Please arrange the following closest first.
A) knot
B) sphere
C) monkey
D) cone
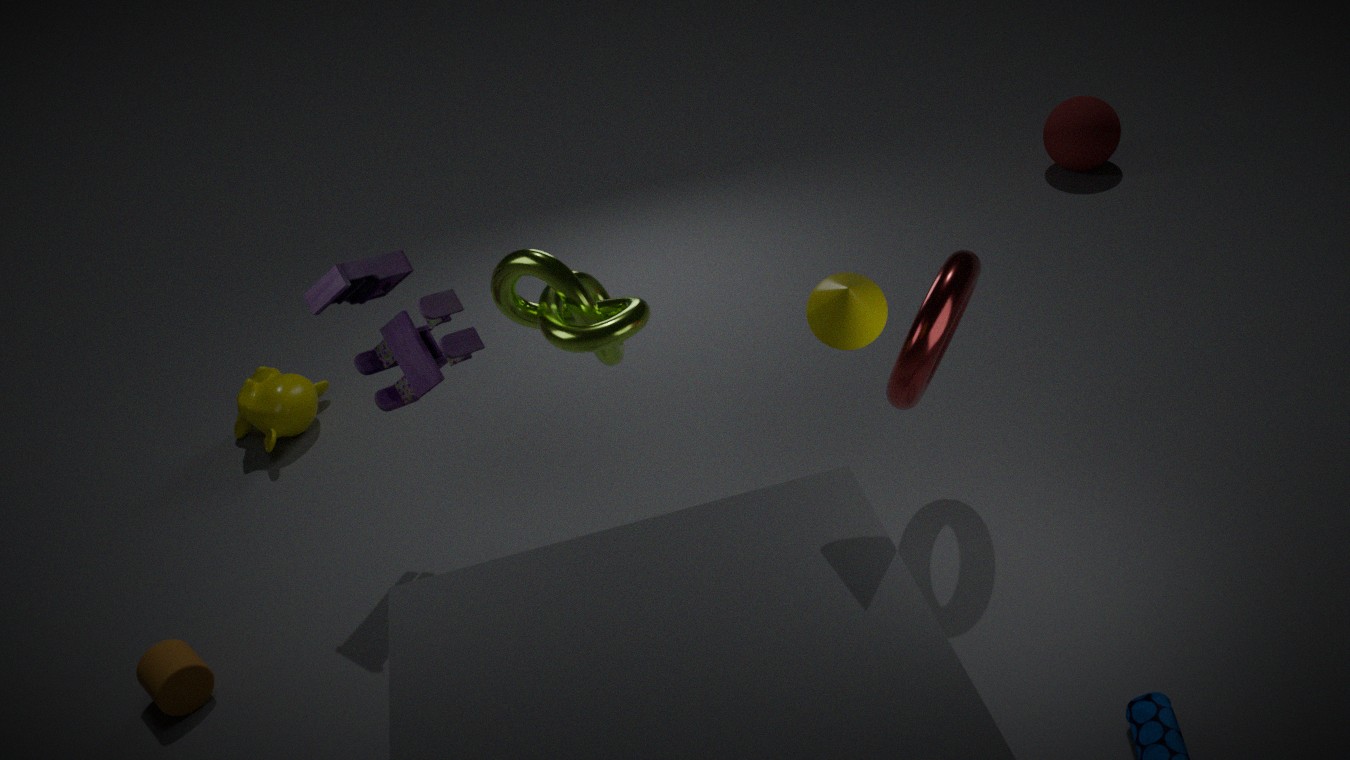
cone, knot, monkey, sphere
